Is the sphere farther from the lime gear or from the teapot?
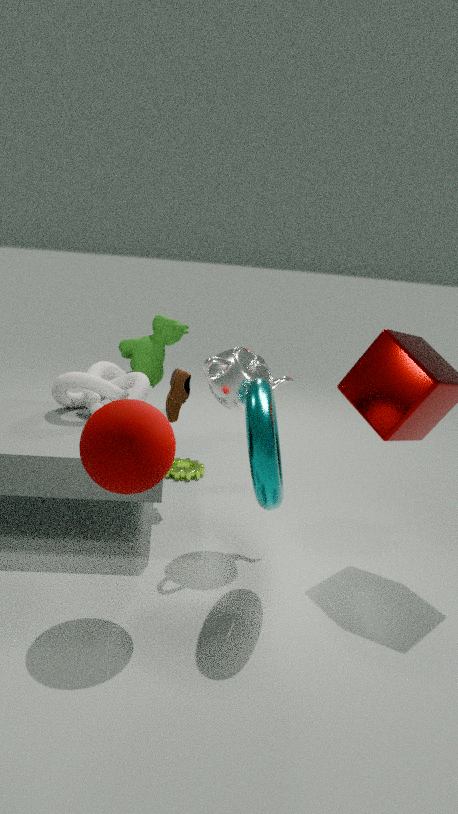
the lime gear
